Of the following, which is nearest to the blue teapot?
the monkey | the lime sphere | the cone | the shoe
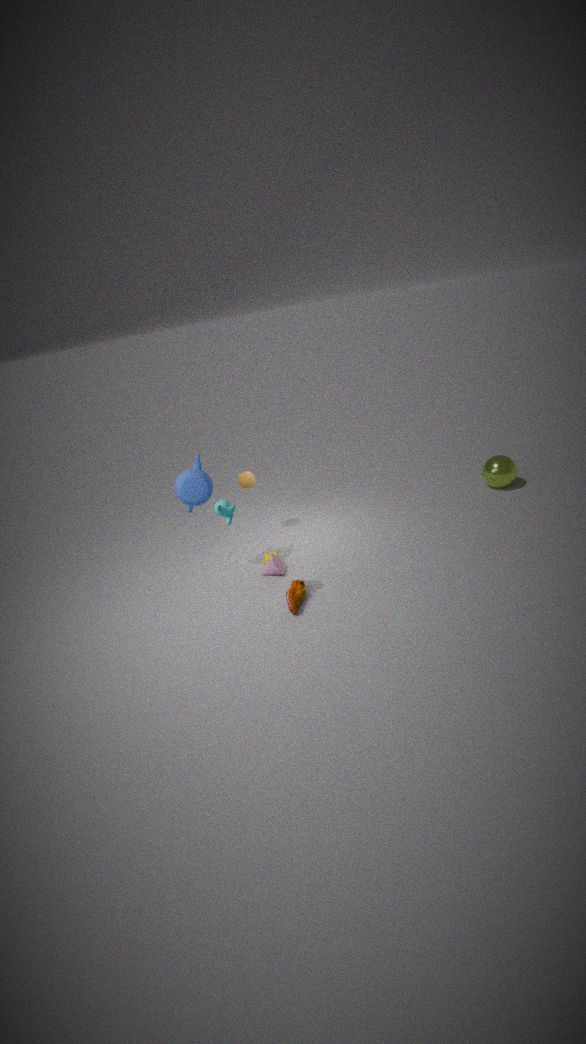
the monkey
